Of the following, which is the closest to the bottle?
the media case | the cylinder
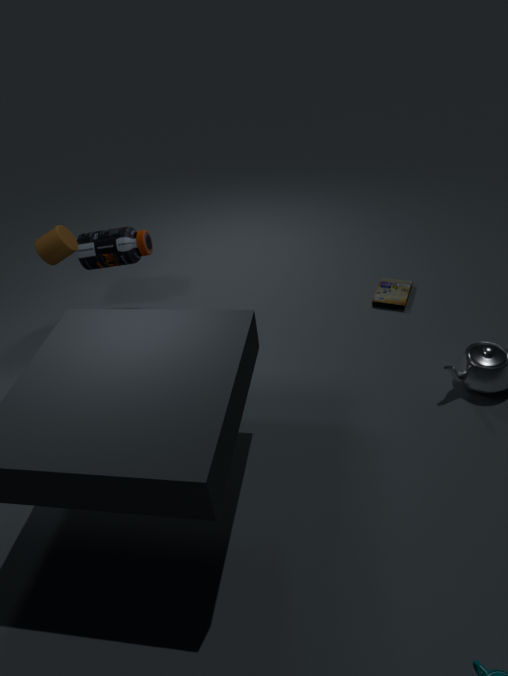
the cylinder
